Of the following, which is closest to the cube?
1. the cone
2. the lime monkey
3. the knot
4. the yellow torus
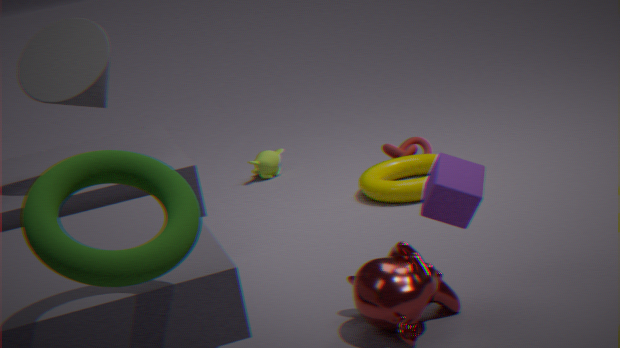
the yellow torus
